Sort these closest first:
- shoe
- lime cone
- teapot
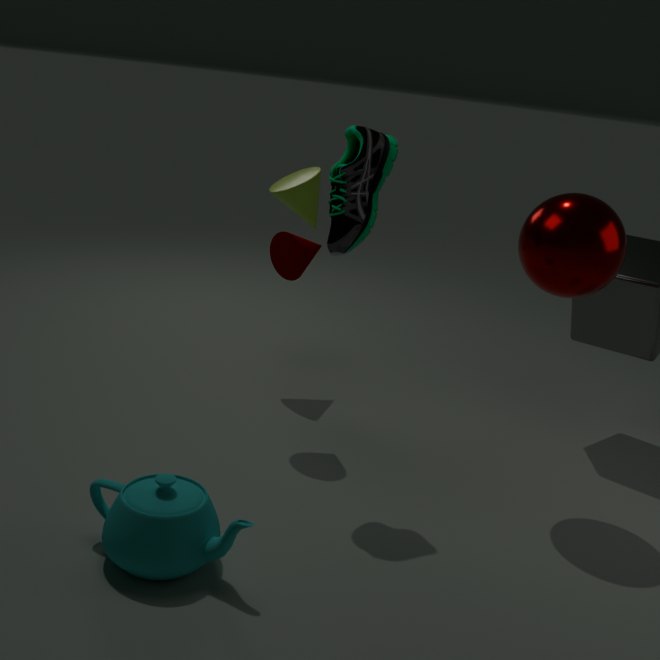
teapot
shoe
lime cone
